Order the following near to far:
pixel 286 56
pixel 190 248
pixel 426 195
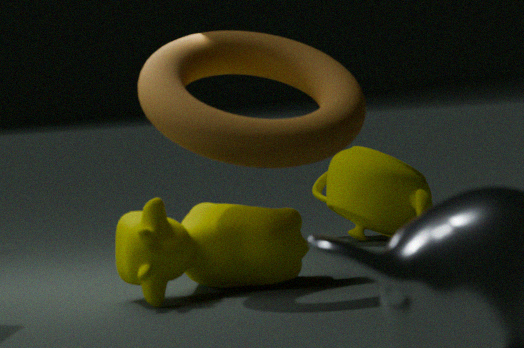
1. pixel 190 248
2. pixel 286 56
3. pixel 426 195
